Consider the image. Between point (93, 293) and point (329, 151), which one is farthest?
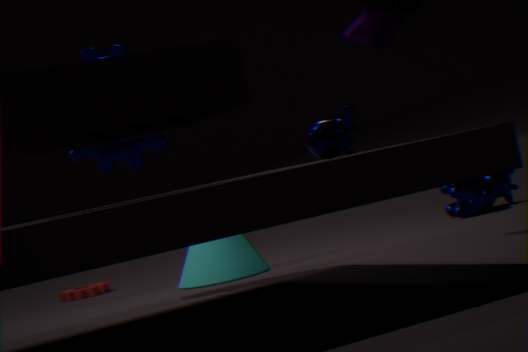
point (93, 293)
